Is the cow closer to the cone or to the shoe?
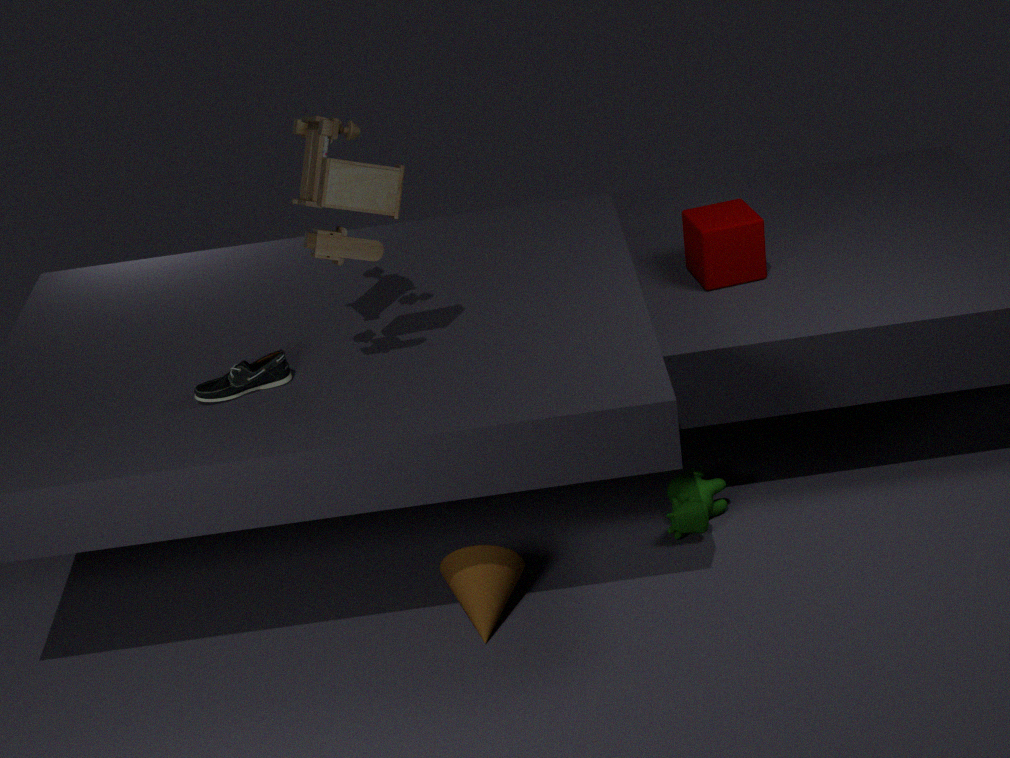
the cone
